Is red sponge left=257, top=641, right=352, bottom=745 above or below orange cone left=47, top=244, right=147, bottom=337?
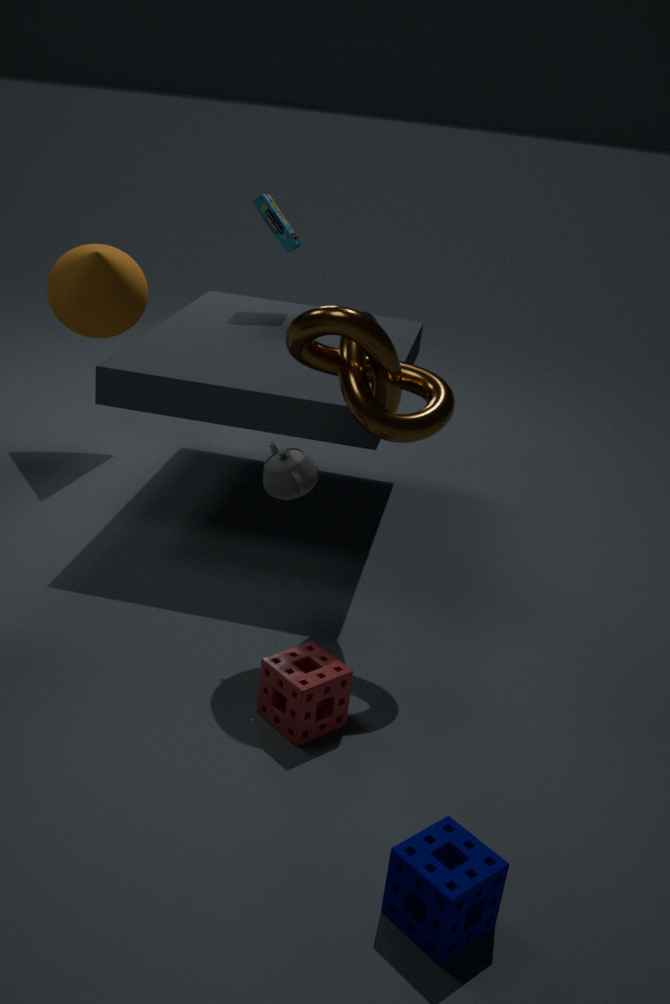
below
